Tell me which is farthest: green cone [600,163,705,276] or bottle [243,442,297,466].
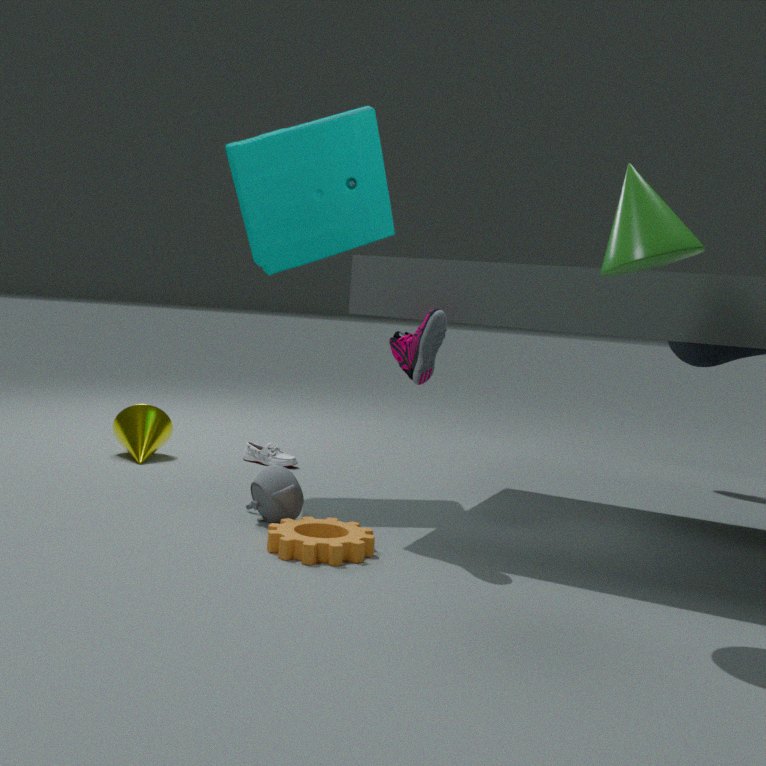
bottle [243,442,297,466]
